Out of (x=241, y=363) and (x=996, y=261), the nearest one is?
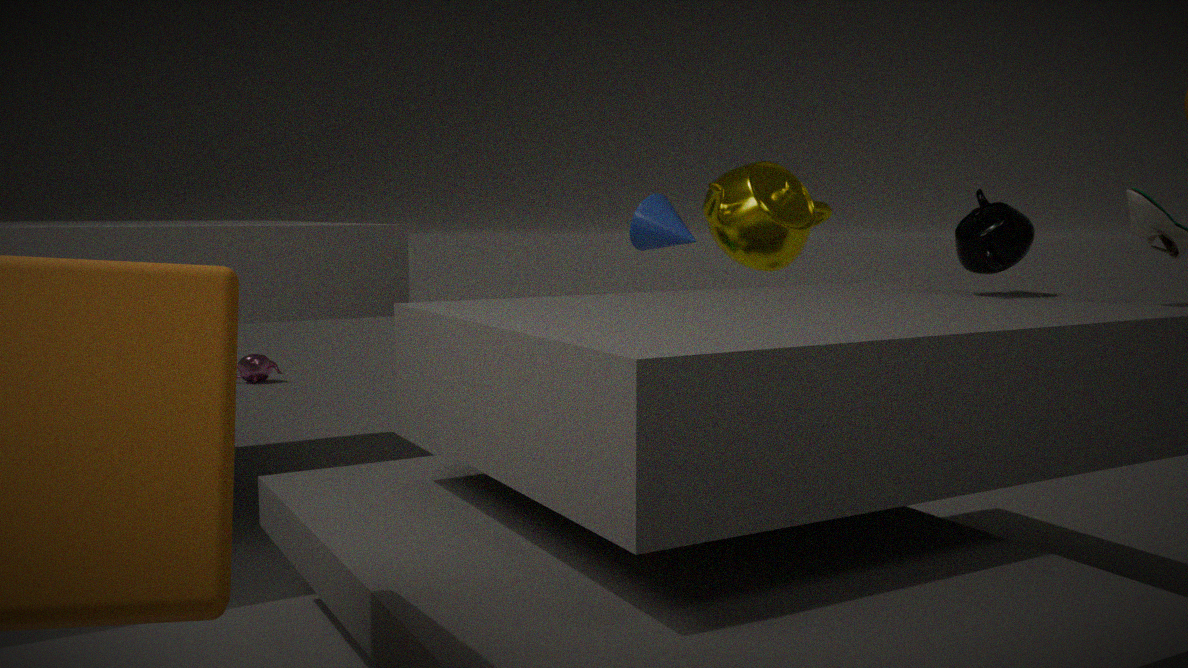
(x=996, y=261)
